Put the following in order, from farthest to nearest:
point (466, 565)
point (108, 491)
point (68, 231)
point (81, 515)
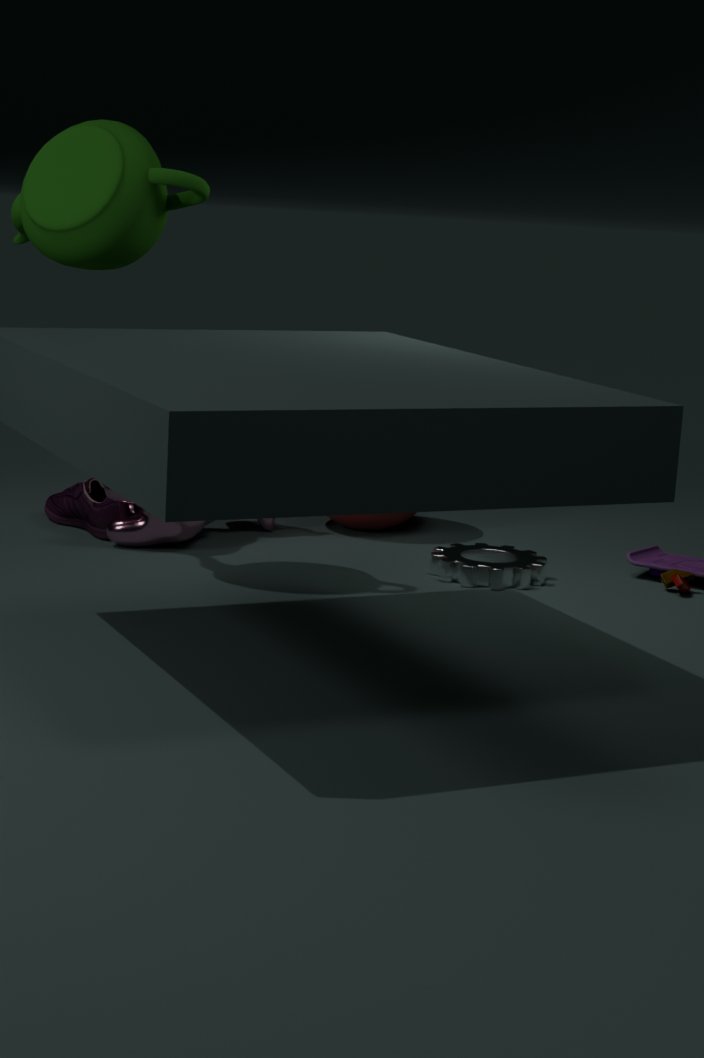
1. point (81, 515)
2. point (108, 491)
3. point (466, 565)
4. point (68, 231)
